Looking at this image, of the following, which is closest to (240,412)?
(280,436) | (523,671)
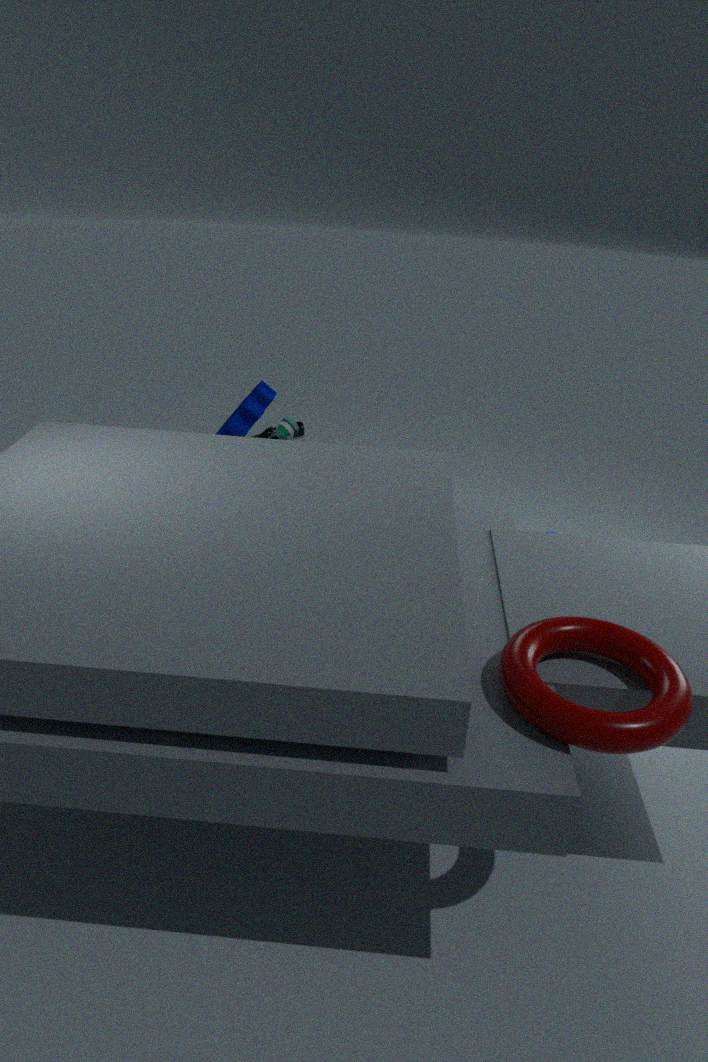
(280,436)
